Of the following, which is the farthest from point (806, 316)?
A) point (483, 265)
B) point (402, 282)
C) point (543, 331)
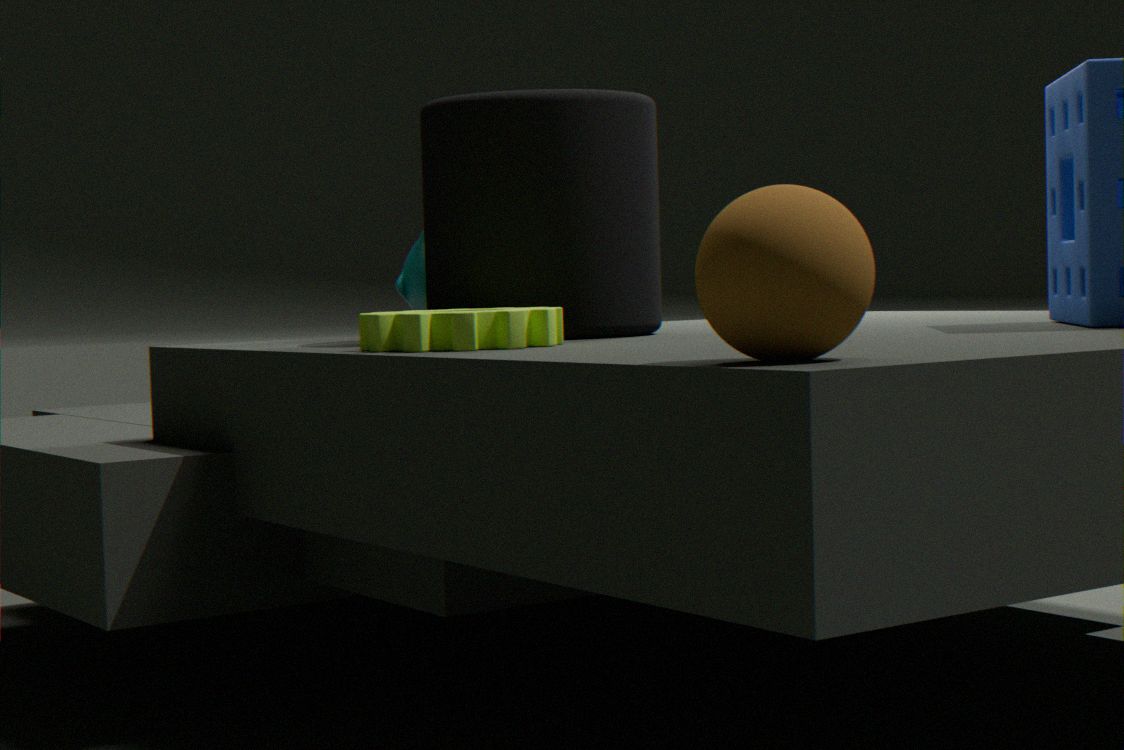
point (402, 282)
